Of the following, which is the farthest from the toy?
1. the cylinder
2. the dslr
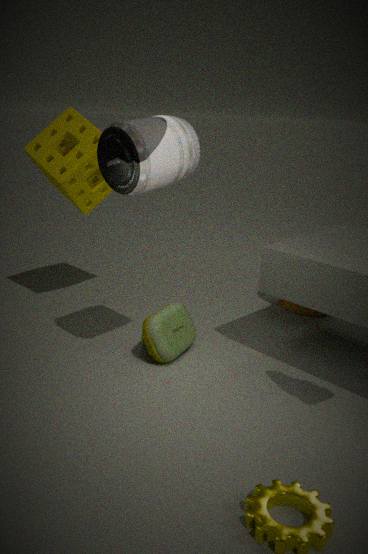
the cylinder
